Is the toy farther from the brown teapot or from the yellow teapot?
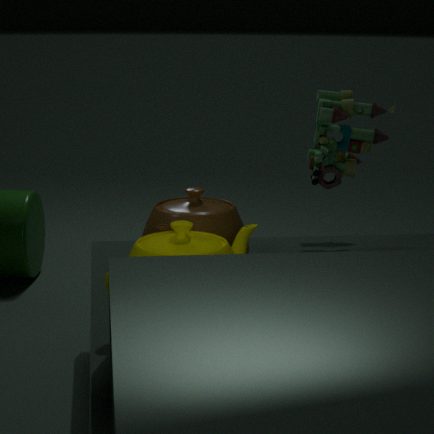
the yellow teapot
